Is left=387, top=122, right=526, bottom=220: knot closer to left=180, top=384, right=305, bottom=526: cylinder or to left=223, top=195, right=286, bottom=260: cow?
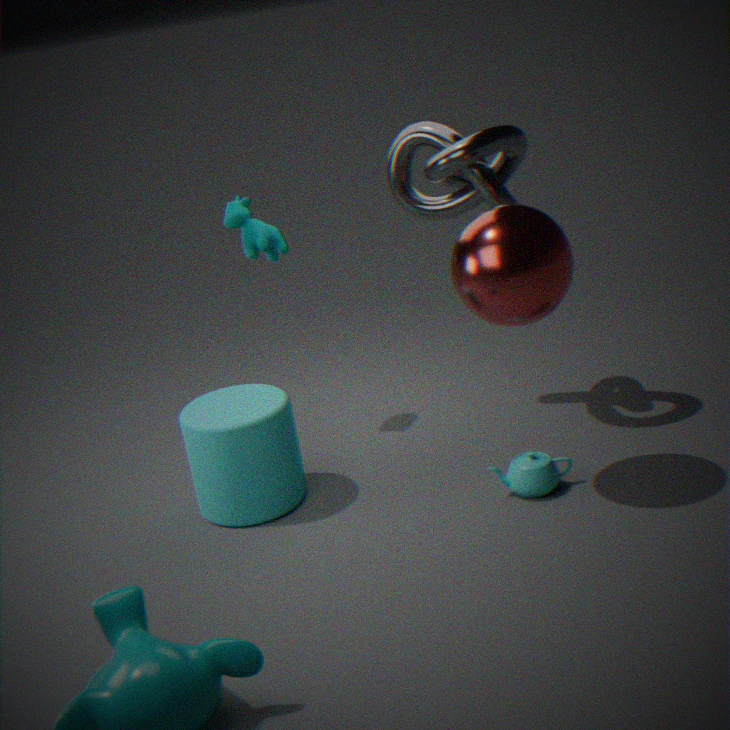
left=223, top=195, right=286, bottom=260: cow
